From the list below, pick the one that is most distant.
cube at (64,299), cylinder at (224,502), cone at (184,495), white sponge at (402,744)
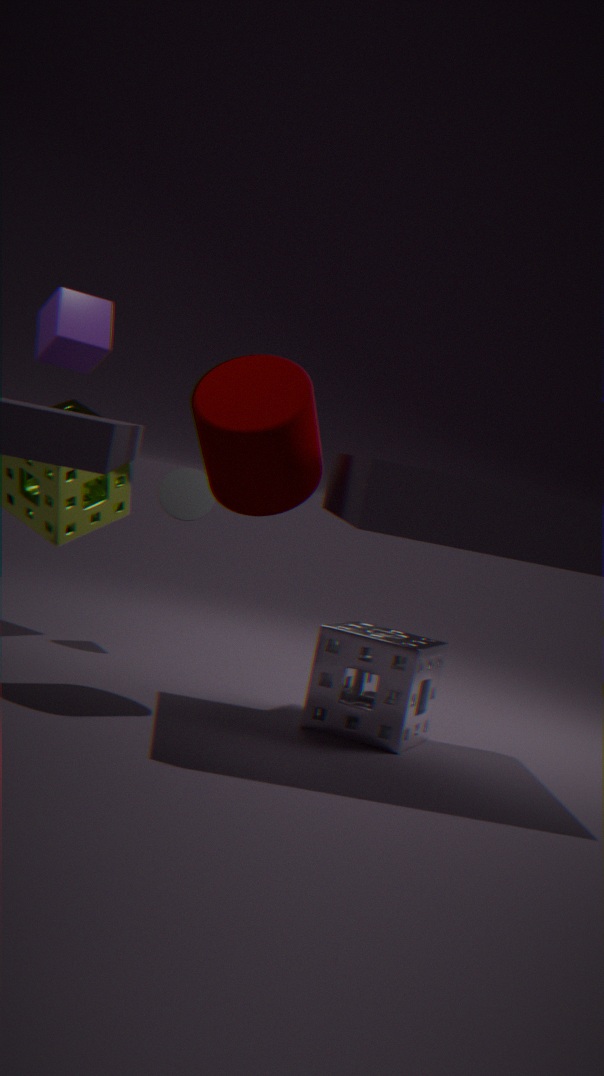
cone at (184,495)
